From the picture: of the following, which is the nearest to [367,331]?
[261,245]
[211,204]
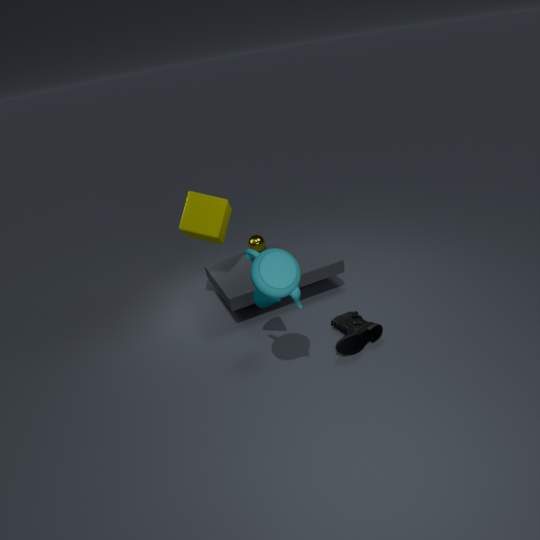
[261,245]
